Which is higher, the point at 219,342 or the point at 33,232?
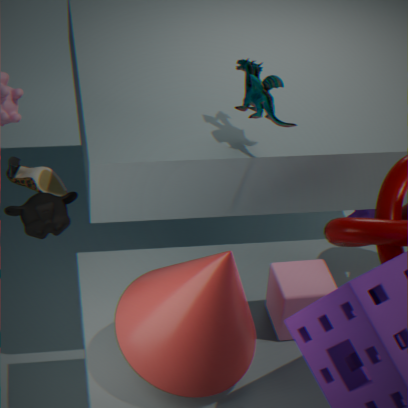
the point at 219,342
